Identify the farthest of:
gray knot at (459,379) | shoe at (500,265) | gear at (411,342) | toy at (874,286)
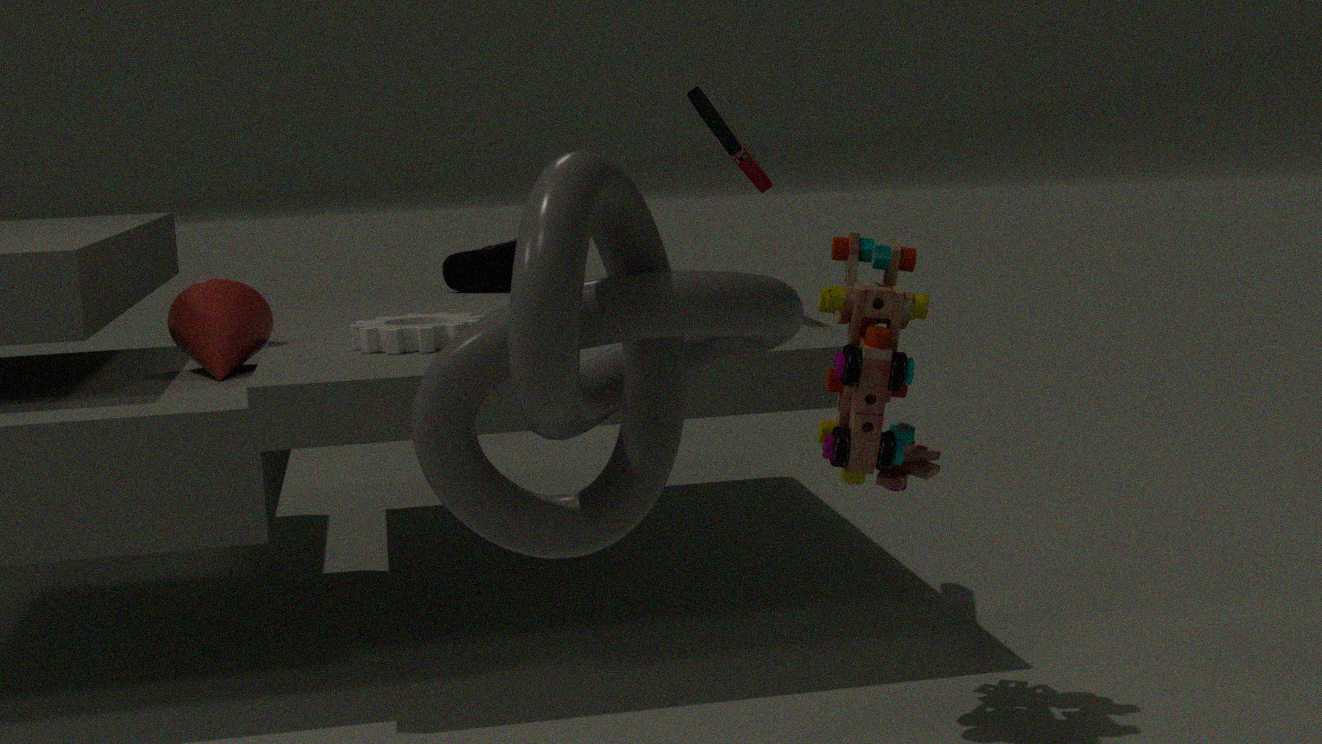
shoe at (500,265)
